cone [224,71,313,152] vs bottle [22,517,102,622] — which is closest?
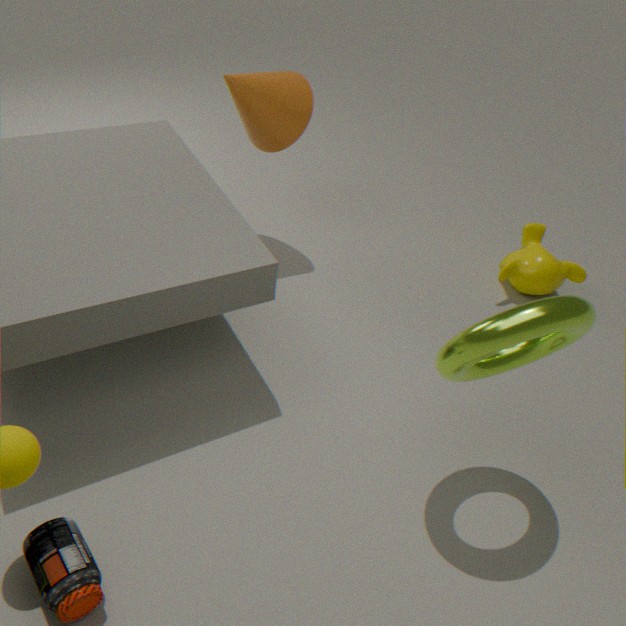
bottle [22,517,102,622]
